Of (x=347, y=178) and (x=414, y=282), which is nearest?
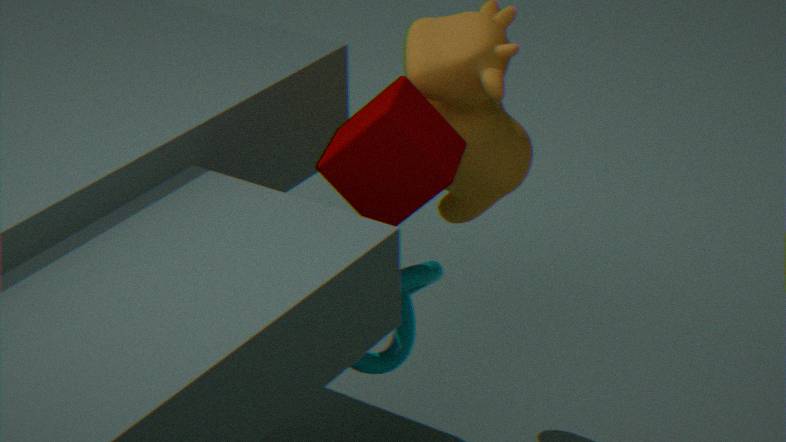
(x=347, y=178)
